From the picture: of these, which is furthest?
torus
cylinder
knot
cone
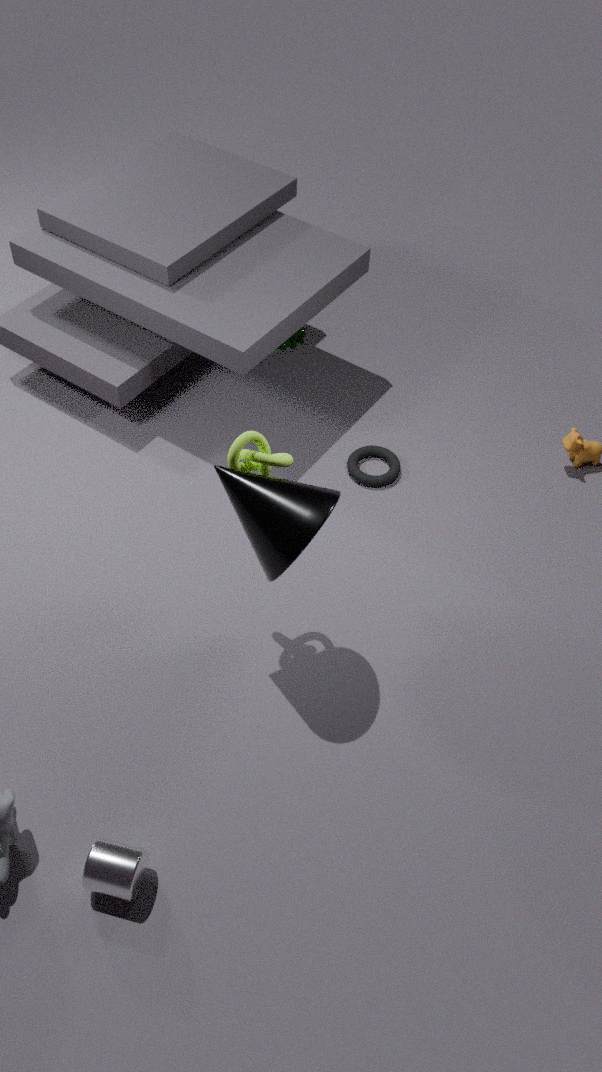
torus
